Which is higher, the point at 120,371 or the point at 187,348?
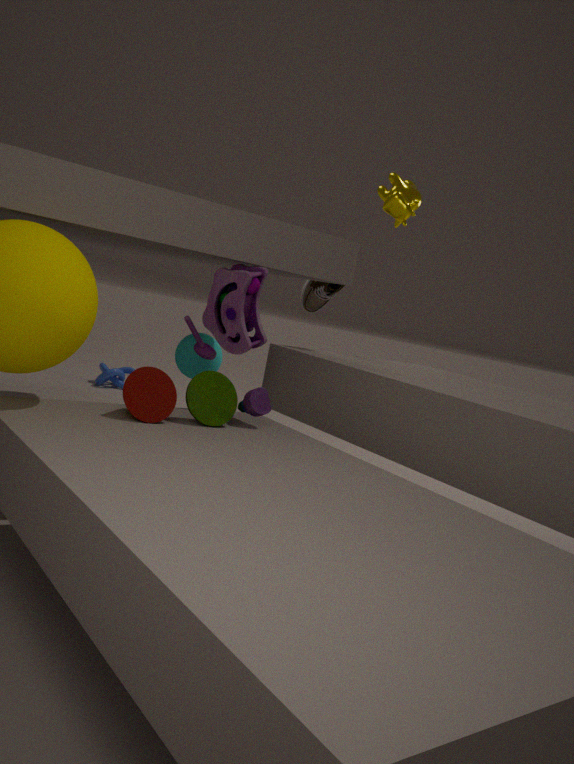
the point at 187,348
